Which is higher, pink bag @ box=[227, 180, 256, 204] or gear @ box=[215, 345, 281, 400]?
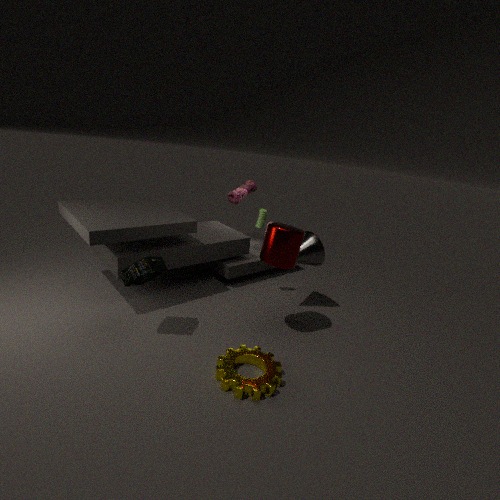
pink bag @ box=[227, 180, 256, 204]
